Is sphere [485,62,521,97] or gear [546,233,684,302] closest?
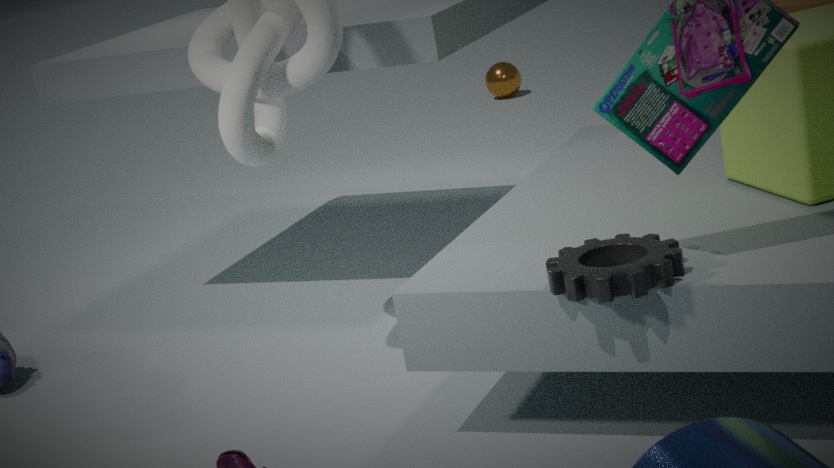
gear [546,233,684,302]
